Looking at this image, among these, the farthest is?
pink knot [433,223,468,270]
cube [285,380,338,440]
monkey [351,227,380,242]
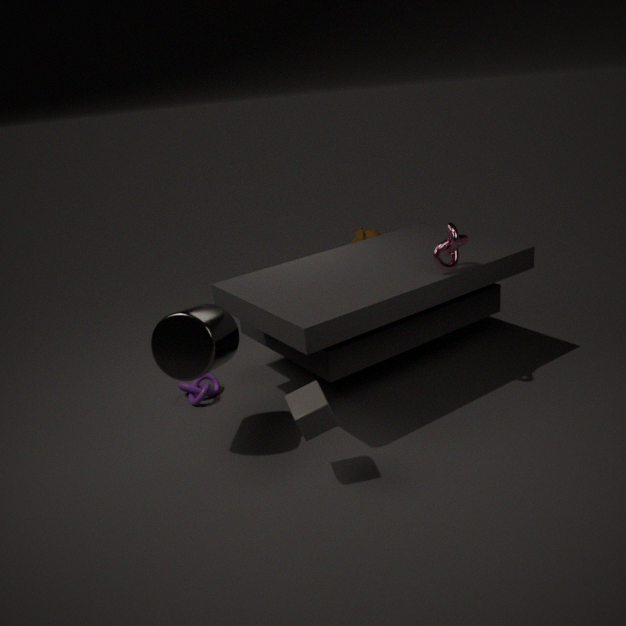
monkey [351,227,380,242]
